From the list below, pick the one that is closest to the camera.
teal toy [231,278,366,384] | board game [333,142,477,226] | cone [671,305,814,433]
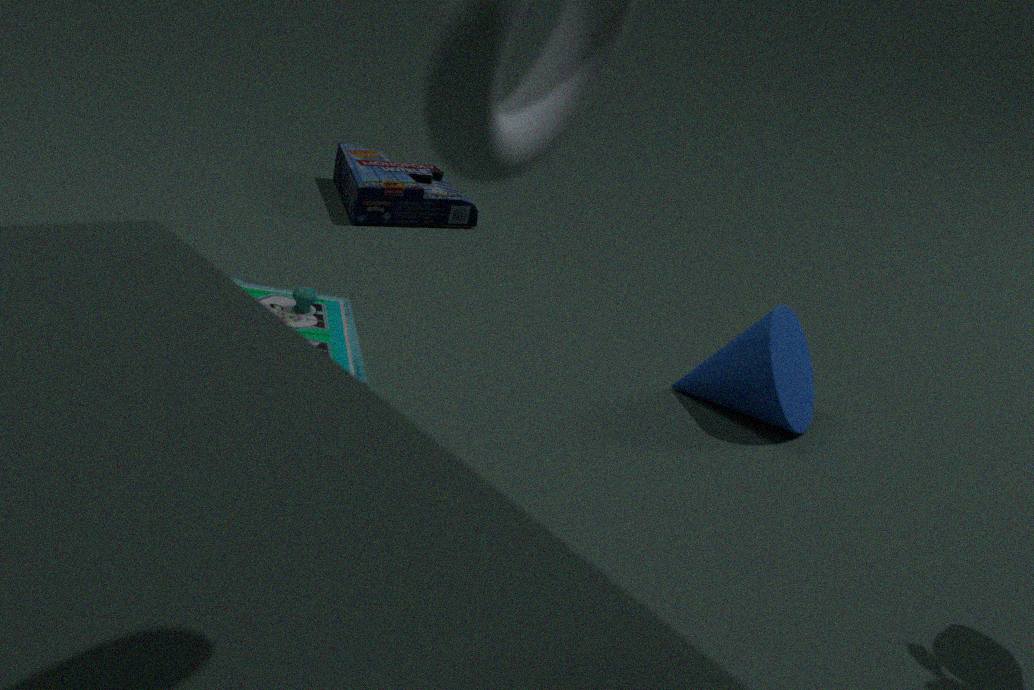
teal toy [231,278,366,384]
